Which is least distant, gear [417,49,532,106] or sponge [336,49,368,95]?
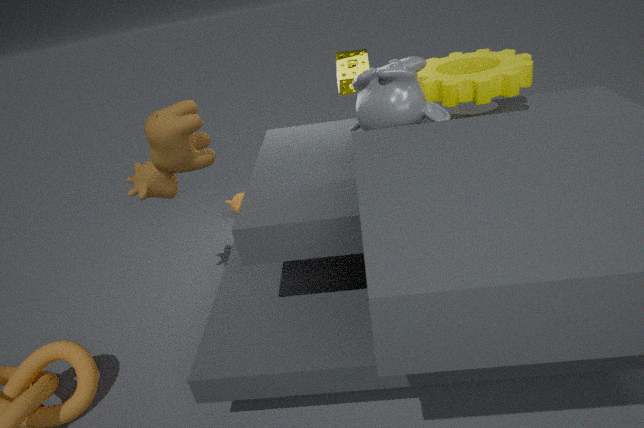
gear [417,49,532,106]
